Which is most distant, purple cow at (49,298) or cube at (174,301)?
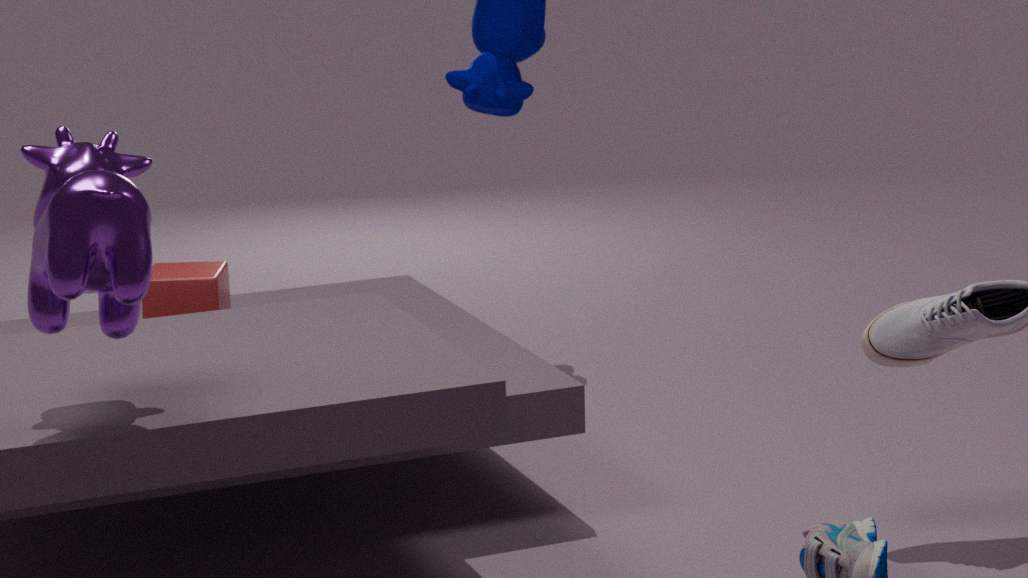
cube at (174,301)
